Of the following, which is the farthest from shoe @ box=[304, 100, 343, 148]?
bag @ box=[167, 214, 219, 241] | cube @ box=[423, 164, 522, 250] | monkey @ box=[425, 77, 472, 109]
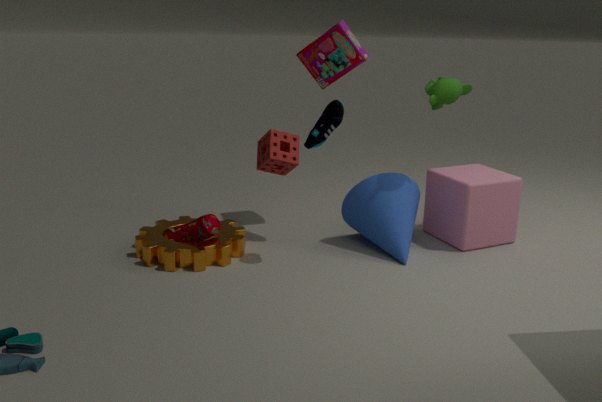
cube @ box=[423, 164, 522, 250]
